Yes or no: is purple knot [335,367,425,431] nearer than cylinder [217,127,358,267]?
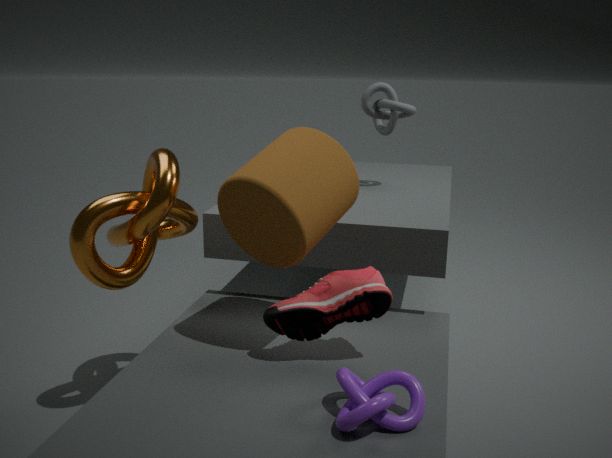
Yes
